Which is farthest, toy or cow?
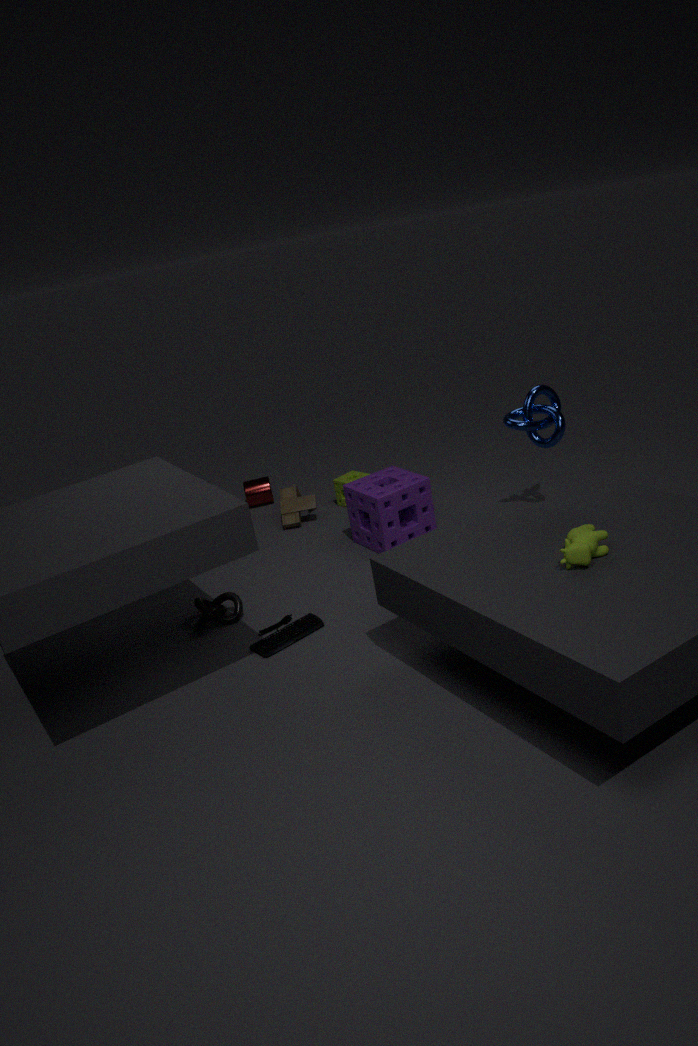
toy
